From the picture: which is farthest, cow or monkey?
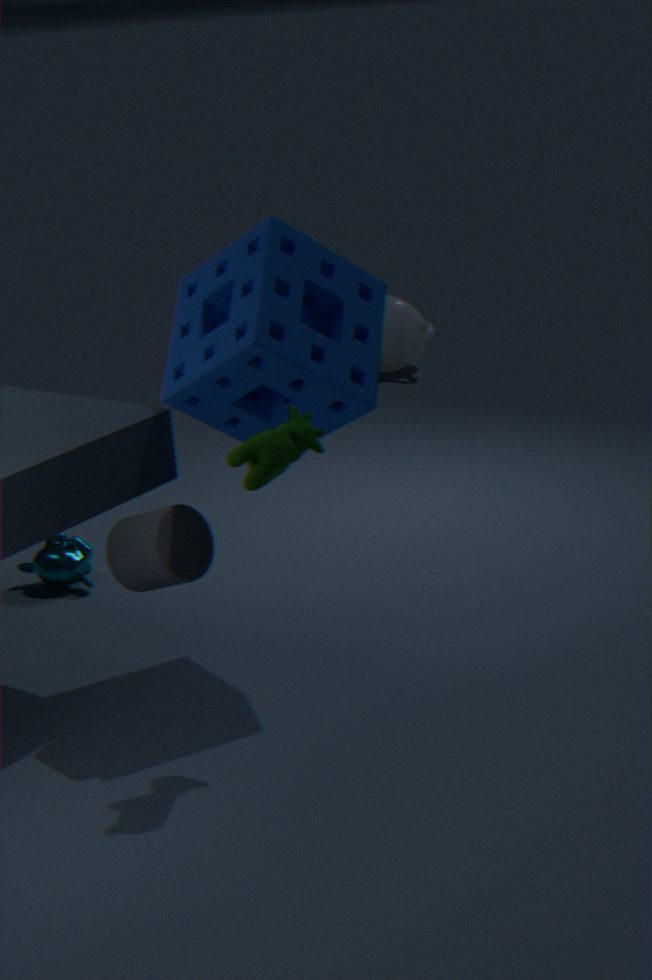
monkey
